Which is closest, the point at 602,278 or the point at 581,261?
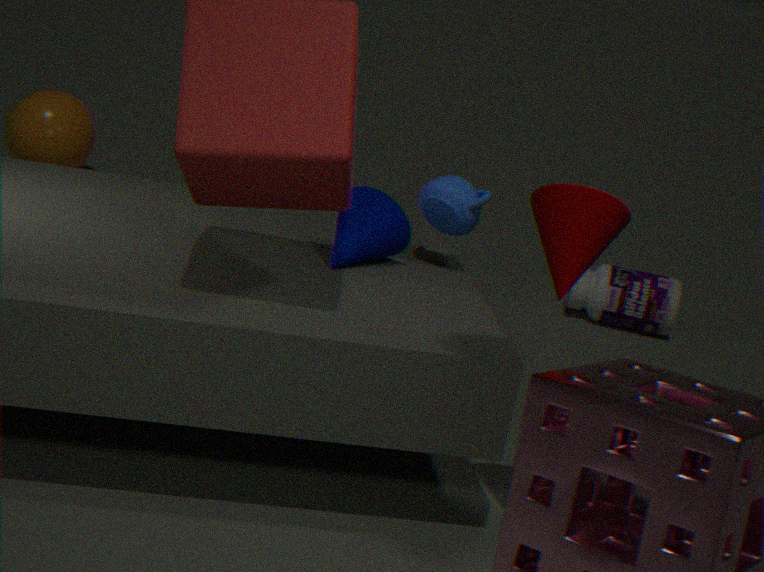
the point at 581,261
